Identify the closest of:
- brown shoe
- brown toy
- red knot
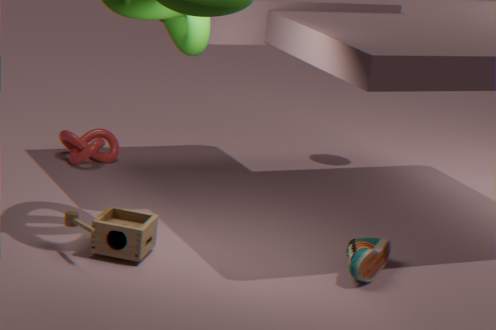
brown toy
